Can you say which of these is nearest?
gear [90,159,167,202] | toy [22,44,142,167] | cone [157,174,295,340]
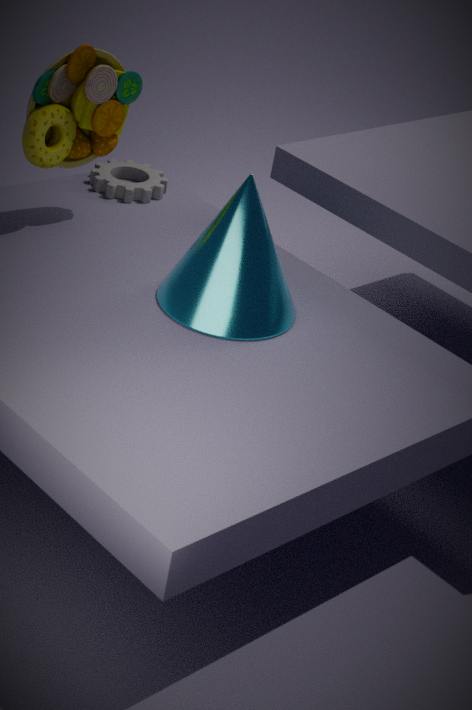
cone [157,174,295,340]
